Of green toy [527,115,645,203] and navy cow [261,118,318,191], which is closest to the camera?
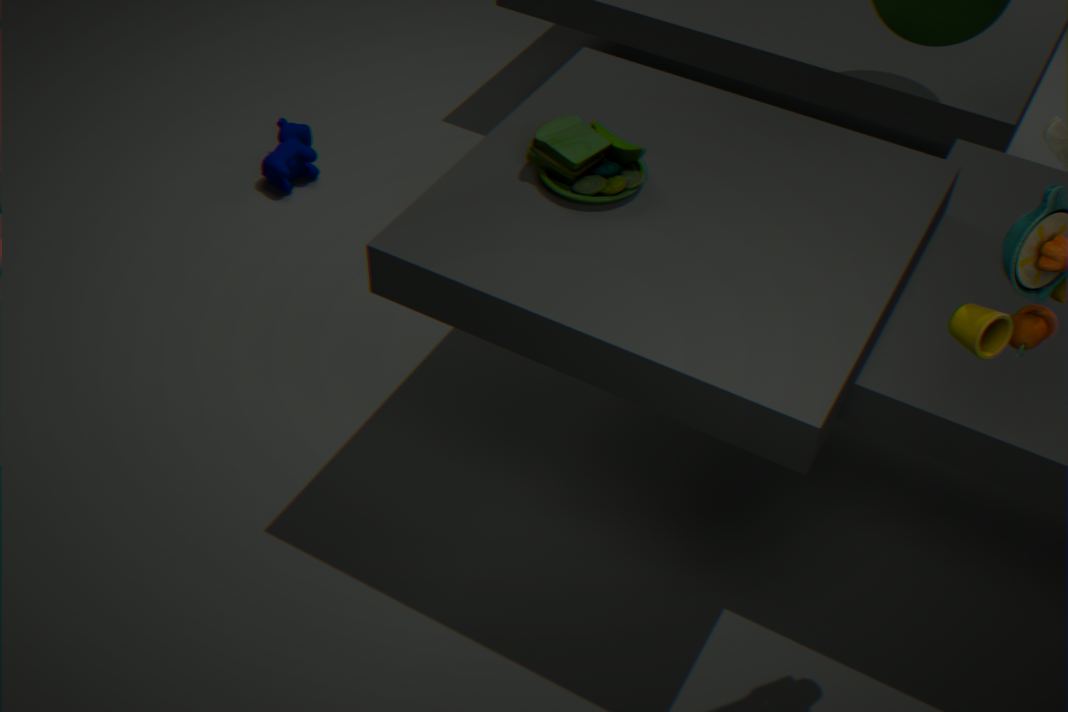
green toy [527,115,645,203]
